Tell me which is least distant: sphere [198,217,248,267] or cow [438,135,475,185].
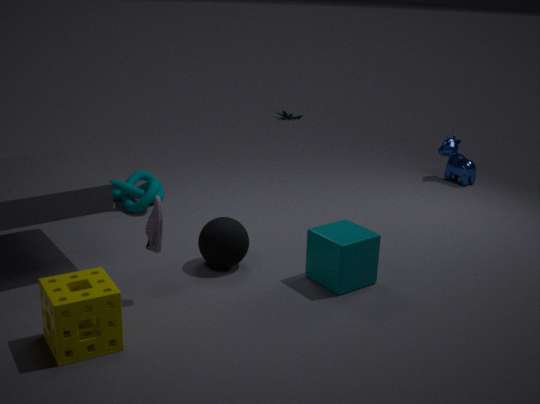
sphere [198,217,248,267]
